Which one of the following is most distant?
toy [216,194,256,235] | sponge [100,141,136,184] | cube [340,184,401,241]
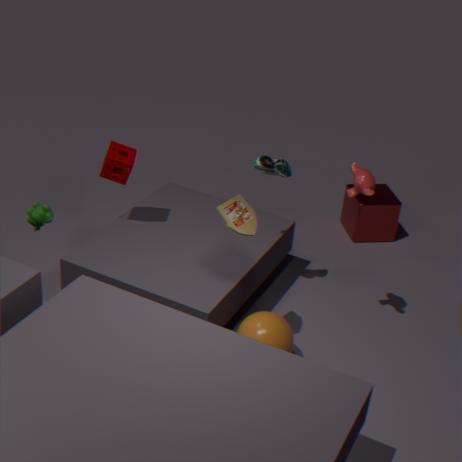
cube [340,184,401,241]
